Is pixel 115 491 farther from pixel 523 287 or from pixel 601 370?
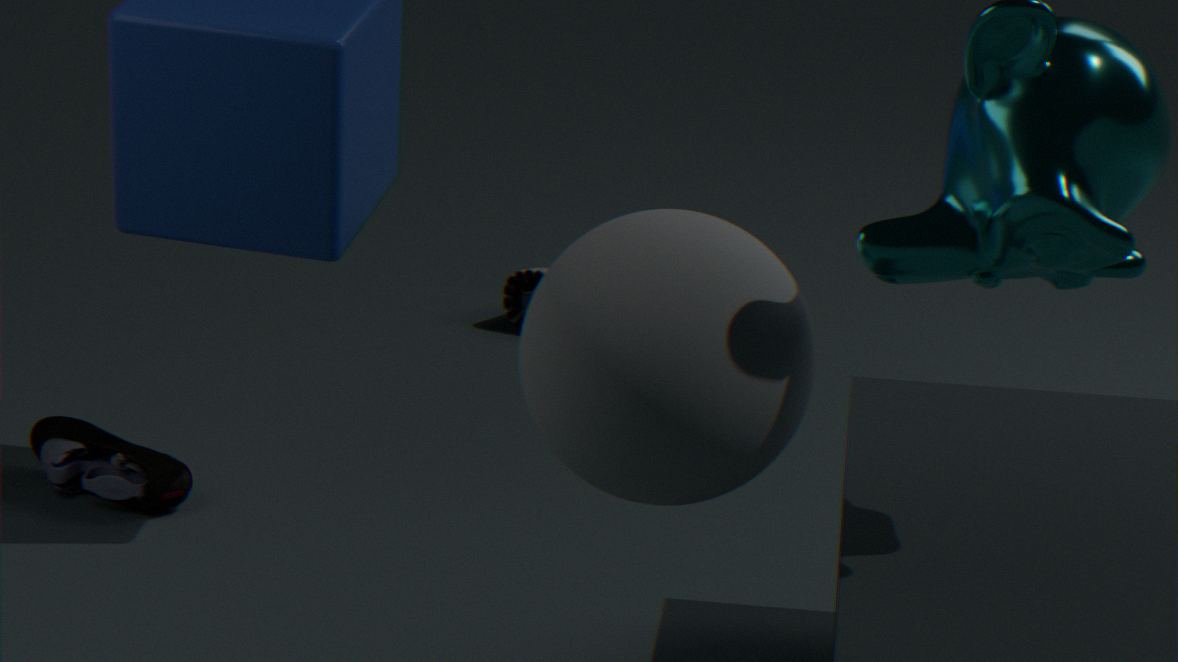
pixel 601 370
